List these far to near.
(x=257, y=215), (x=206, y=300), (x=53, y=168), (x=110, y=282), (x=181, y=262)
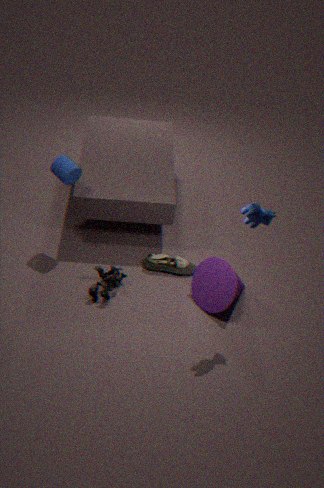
(x=181, y=262) → (x=110, y=282) → (x=53, y=168) → (x=206, y=300) → (x=257, y=215)
